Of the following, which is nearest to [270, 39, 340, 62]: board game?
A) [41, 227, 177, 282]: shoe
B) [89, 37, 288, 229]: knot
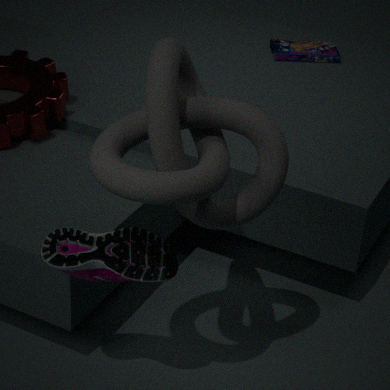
[89, 37, 288, 229]: knot
